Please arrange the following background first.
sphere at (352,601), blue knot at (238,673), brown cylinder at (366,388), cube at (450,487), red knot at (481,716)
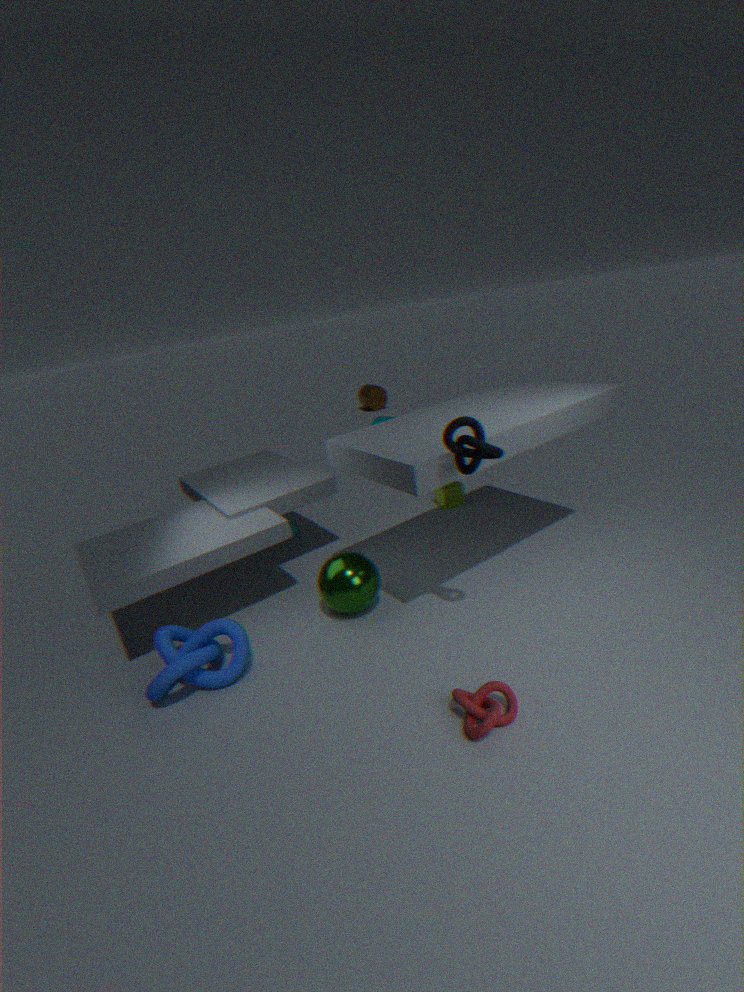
brown cylinder at (366,388) → cube at (450,487) → sphere at (352,601) → blue knot at (238,673) → red knot at (481,716)
